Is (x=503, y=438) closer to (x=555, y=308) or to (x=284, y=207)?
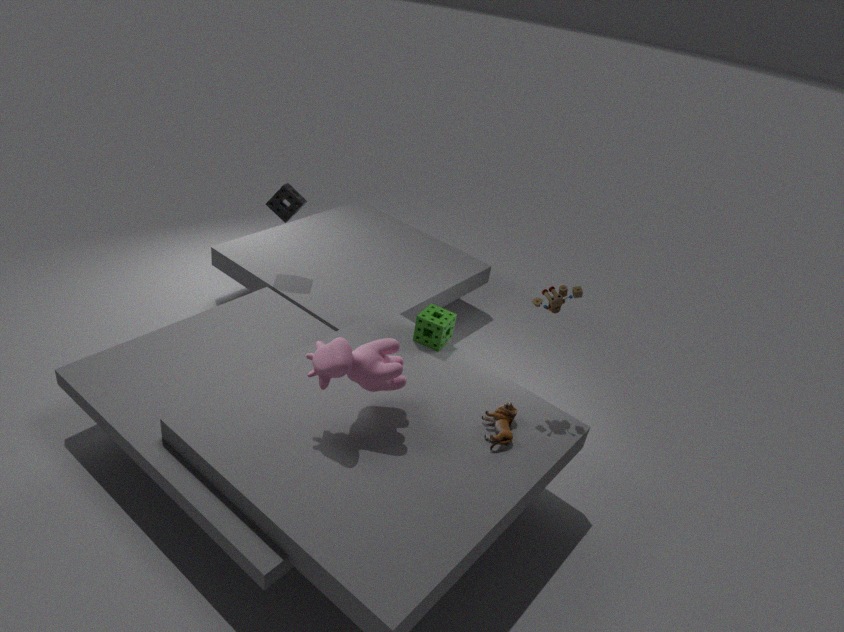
(x=555, y=308)
